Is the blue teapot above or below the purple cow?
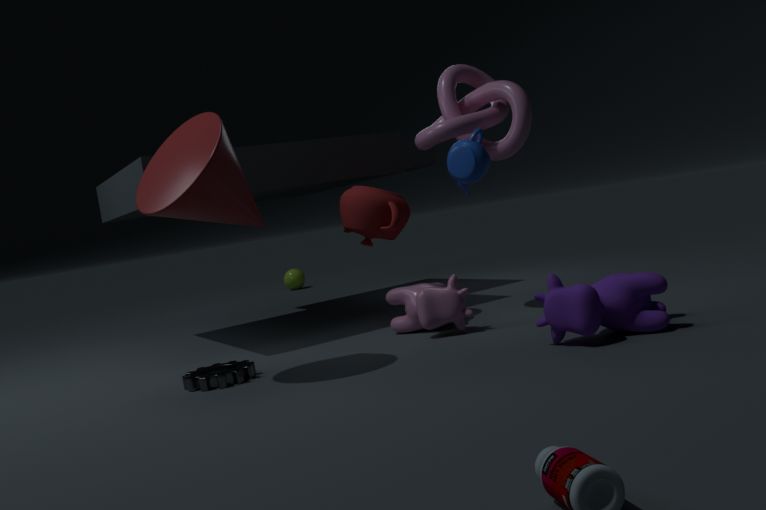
above
